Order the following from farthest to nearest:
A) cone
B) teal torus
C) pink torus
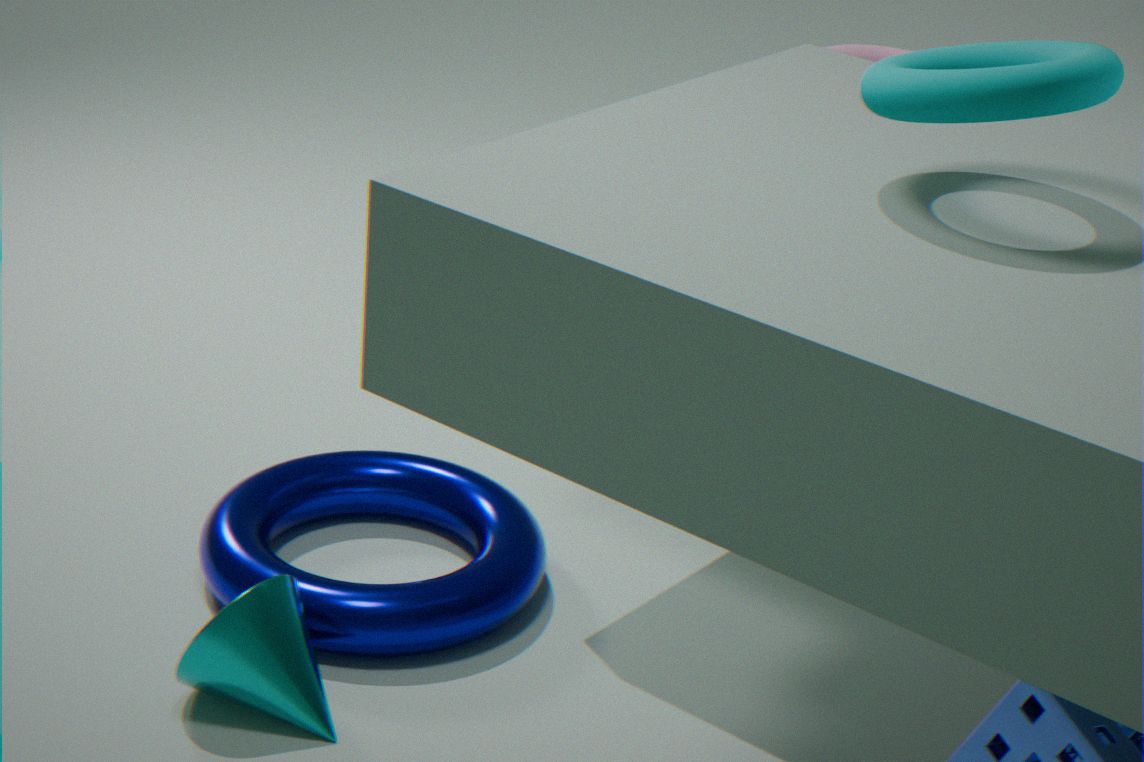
pink torus, cone, teal torus
